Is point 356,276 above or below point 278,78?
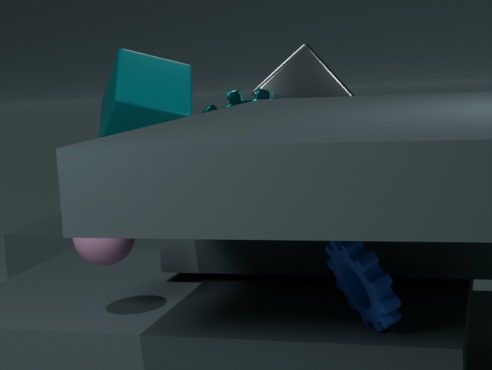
below
